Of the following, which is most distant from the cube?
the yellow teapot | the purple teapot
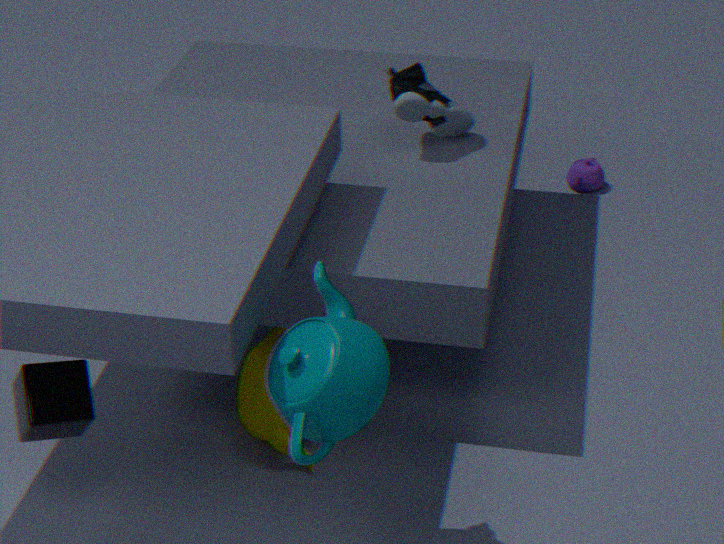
the purple teapot
